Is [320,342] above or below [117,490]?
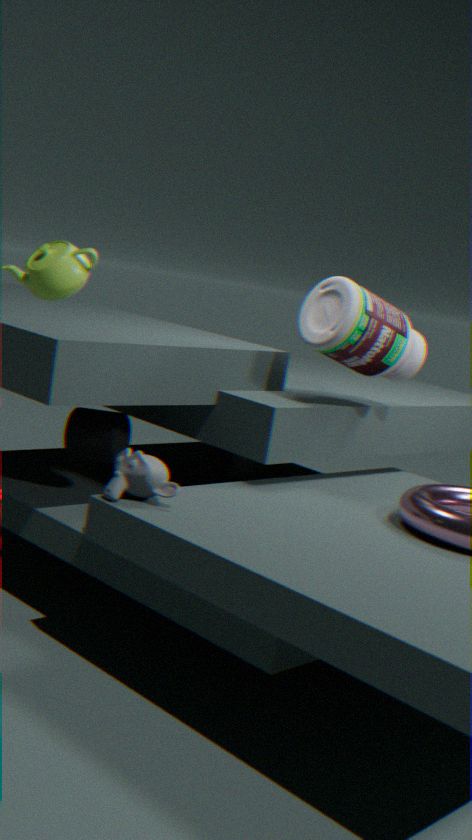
above
